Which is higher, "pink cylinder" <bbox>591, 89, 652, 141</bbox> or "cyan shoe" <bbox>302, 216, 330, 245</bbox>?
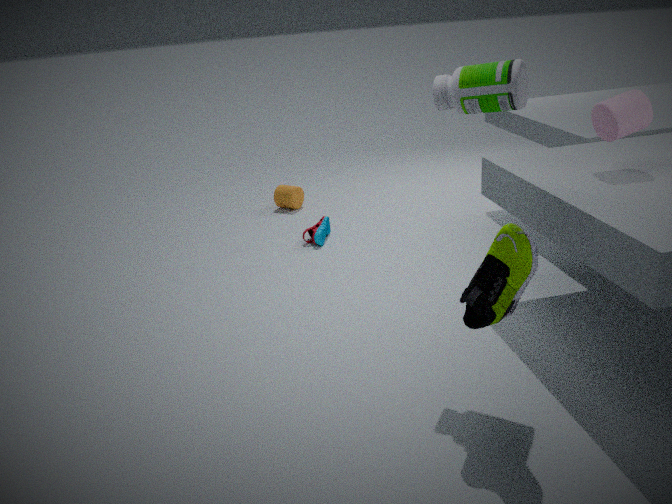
"pink cylinder" <bbox>591, 89, 652, 141</bbox>
